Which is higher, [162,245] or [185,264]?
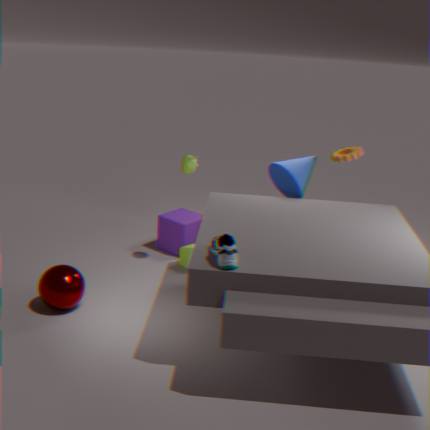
[162,245]
